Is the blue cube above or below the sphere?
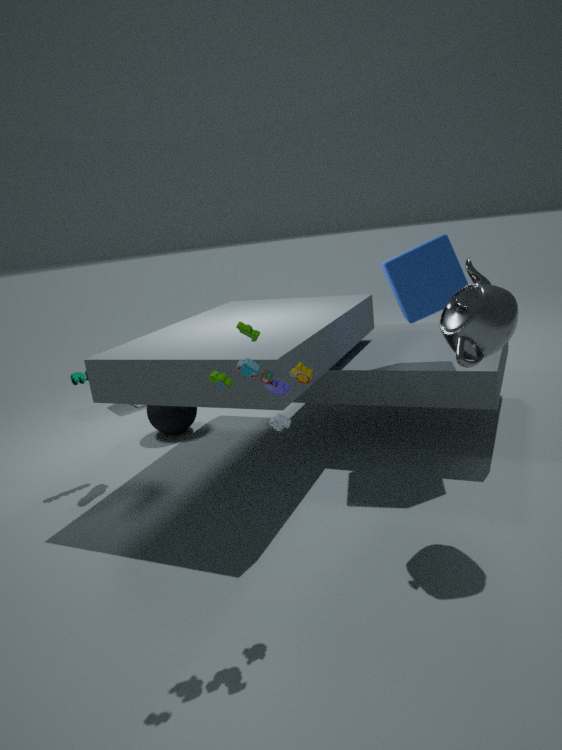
above
